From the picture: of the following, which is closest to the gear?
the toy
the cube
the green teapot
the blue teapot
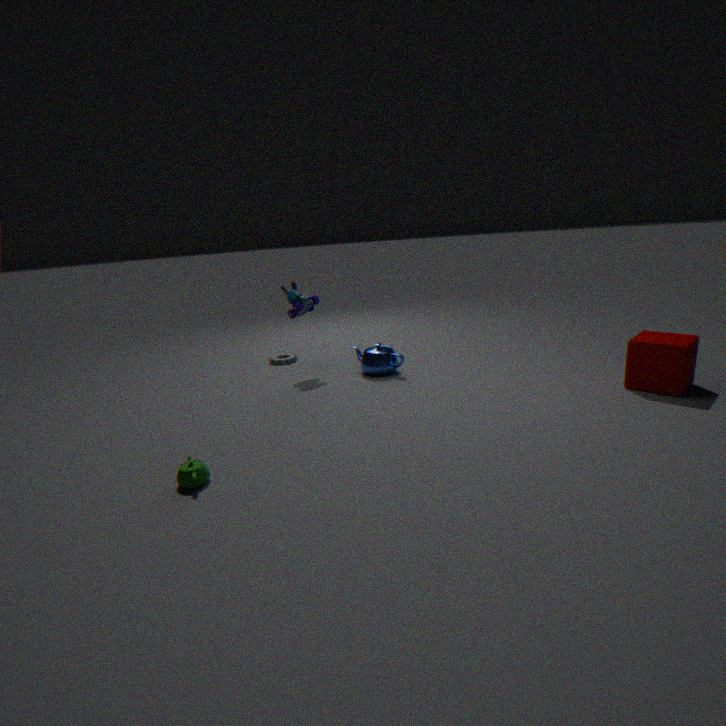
the toy
